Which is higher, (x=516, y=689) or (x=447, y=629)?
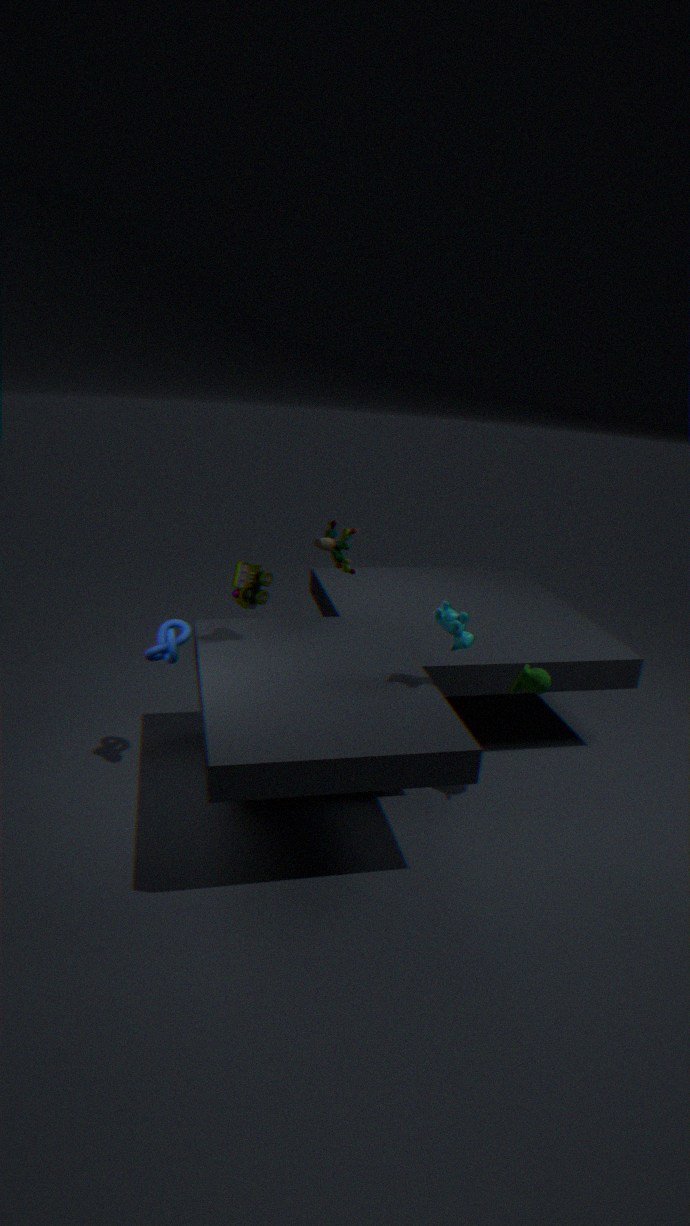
(x=447, y=629)
